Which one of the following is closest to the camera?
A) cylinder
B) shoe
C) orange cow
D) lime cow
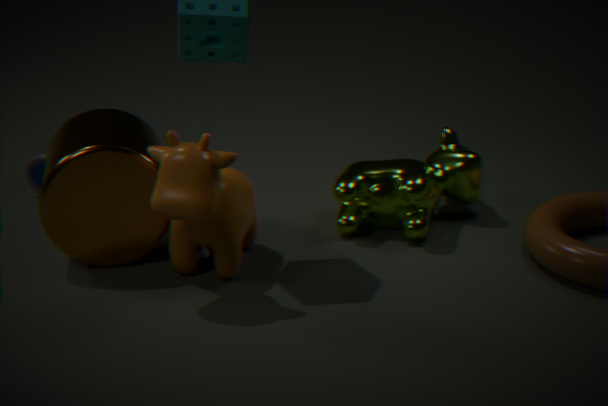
orange cow
